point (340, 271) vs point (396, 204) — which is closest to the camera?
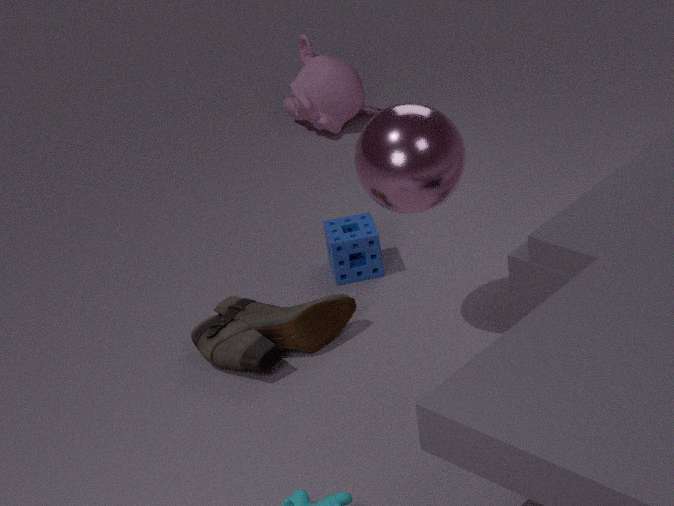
point (396, 204)
